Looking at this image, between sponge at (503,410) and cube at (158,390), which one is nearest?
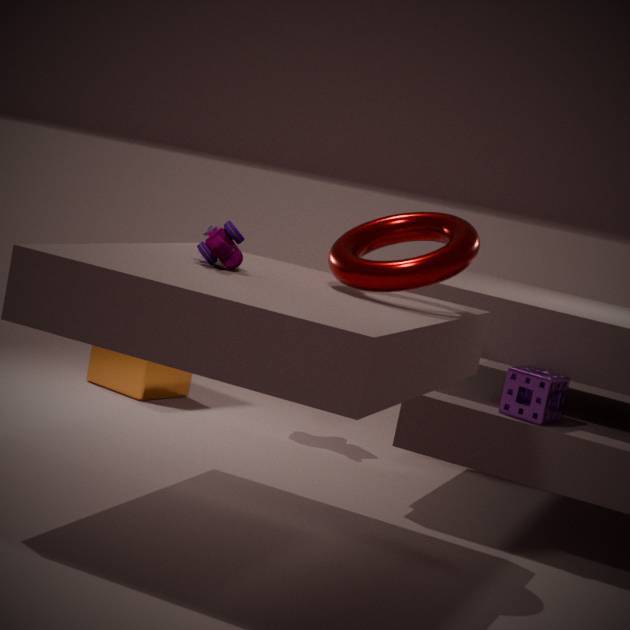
sponge at (503,410)
